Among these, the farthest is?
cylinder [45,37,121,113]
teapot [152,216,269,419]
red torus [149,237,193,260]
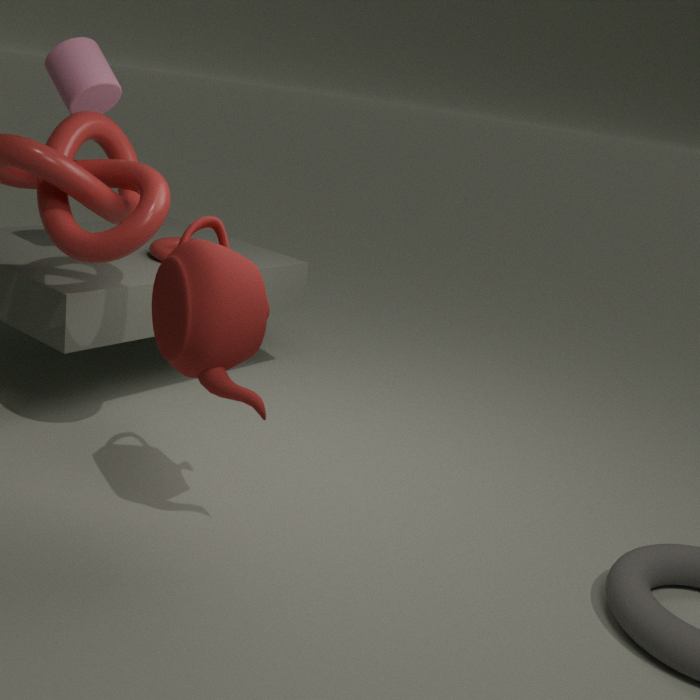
red torus [149,237,193,260]
